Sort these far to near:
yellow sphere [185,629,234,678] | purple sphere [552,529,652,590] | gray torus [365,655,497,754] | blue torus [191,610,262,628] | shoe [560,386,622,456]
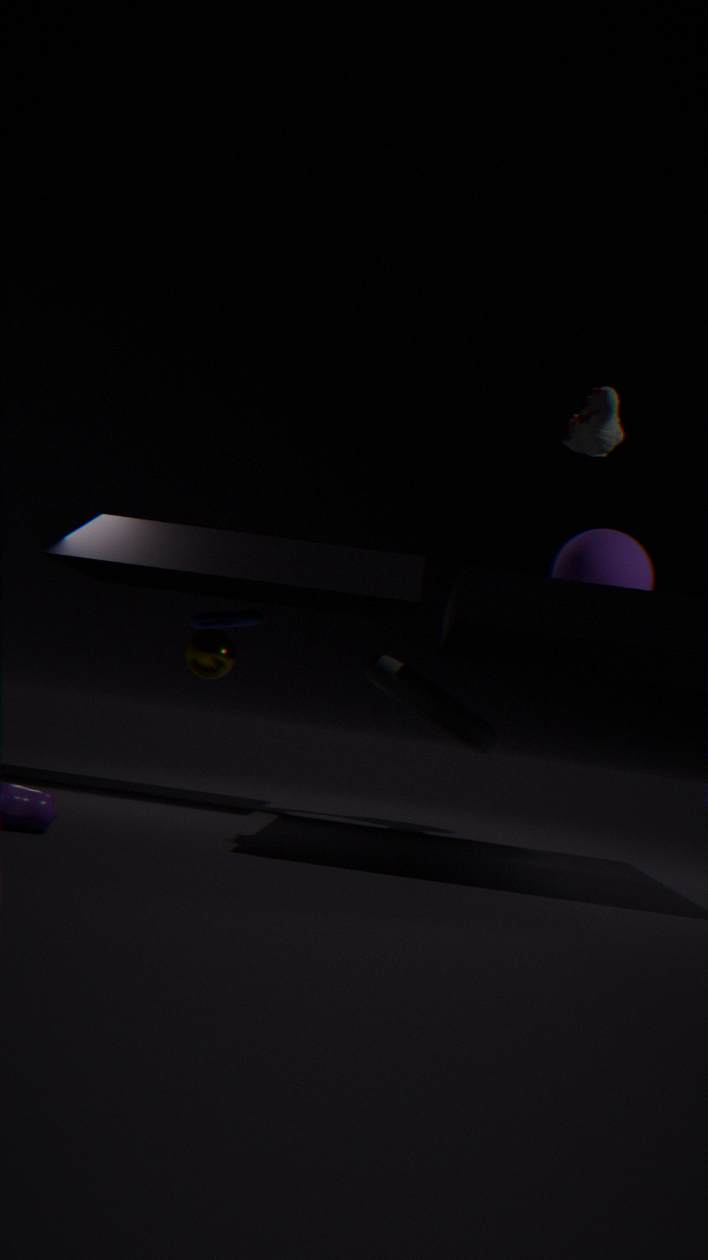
blue torus [191,610,262,628]
yellow sphere [185,629,234,678]
purple sphere [552,529,652,590]
gray torus [365,655,497,754]
shoe [560,386,622,456]
